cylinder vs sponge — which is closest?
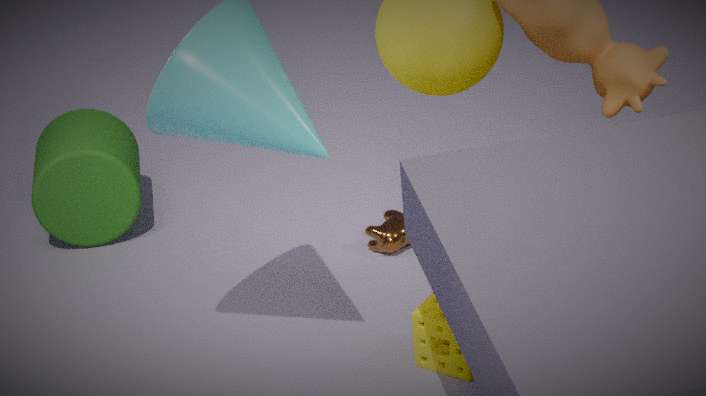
sponge
